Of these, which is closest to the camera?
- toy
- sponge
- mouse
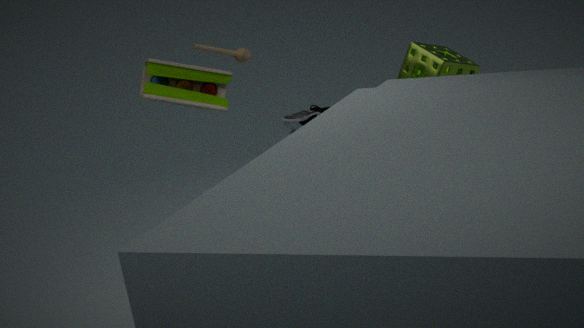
sponge
